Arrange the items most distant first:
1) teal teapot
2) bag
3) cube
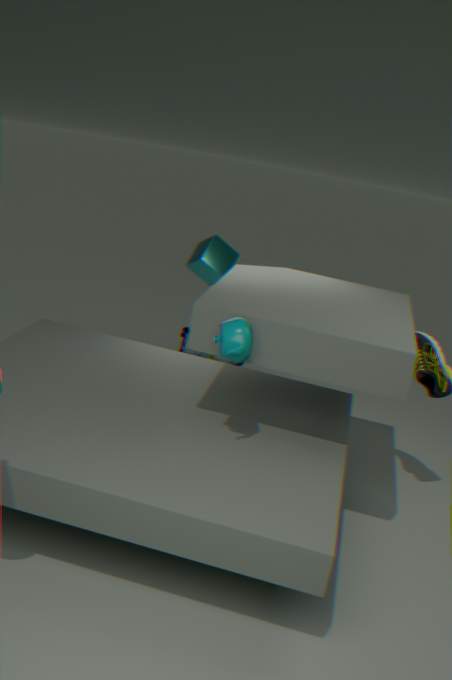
2 < 3 < 1
